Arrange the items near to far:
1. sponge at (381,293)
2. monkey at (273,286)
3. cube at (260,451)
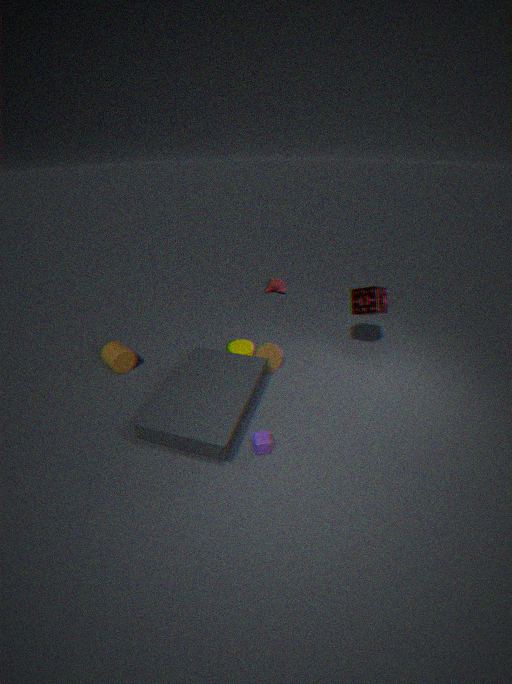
cube at (260,451), sponge at (381,293), monkey at (273,286)
